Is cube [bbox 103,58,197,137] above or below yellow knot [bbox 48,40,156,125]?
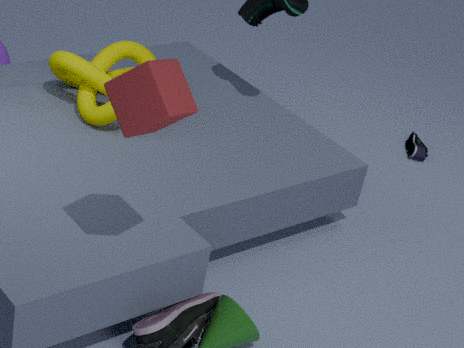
above
